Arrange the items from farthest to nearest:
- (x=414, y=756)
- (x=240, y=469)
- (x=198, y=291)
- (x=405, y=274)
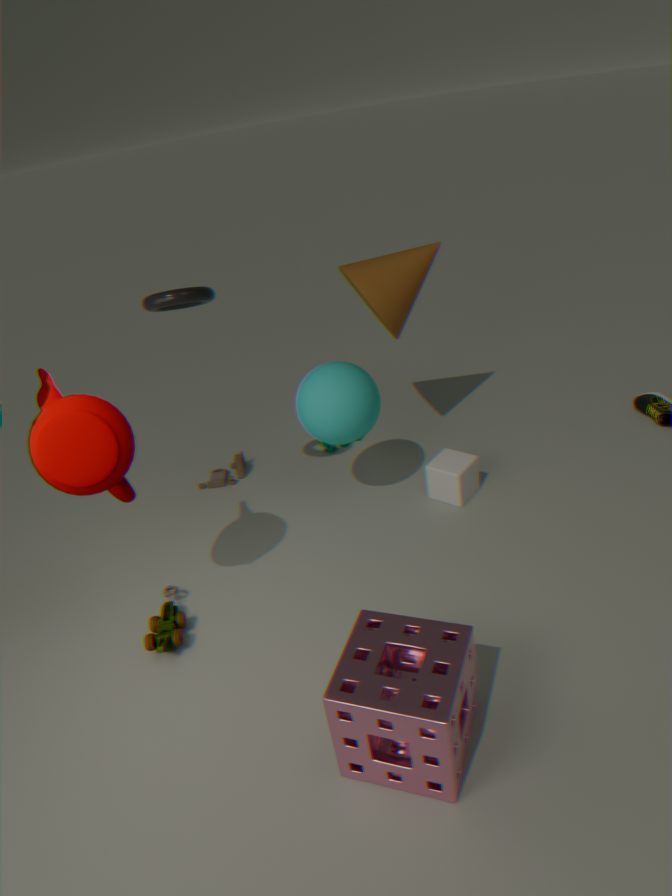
(x=240, y=469), (x=405, y=274), (x=198, y=291), (x=414, y=756)
